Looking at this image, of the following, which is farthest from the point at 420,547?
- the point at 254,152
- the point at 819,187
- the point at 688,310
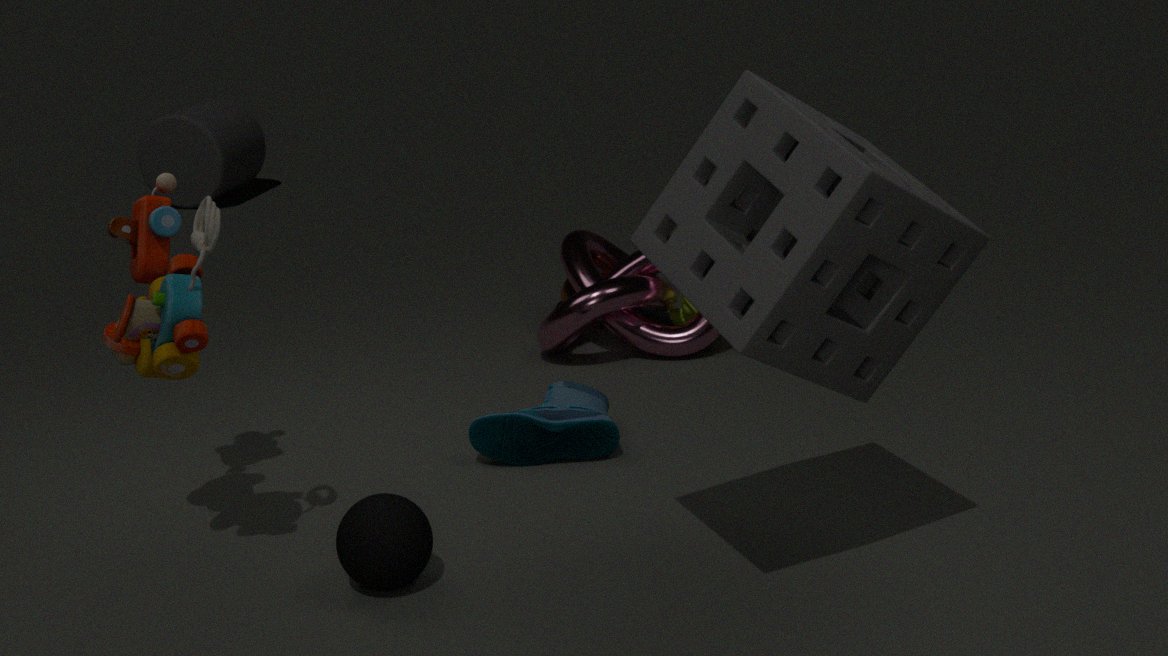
the point at 254,152
